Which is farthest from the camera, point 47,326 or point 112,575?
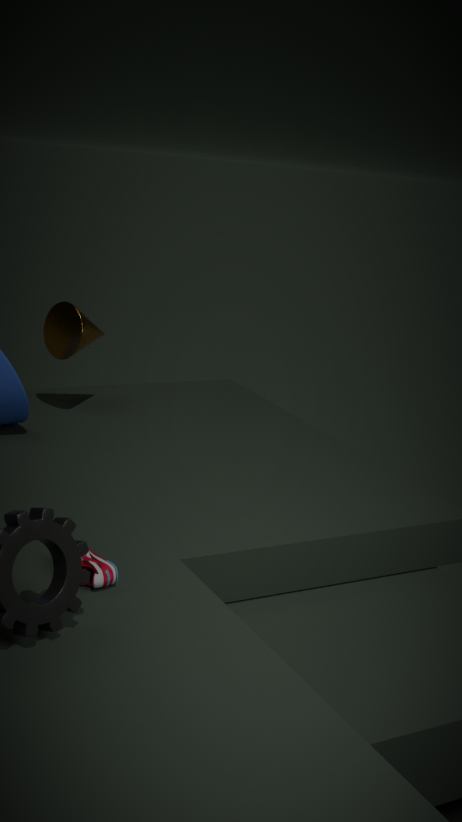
point 47,326
